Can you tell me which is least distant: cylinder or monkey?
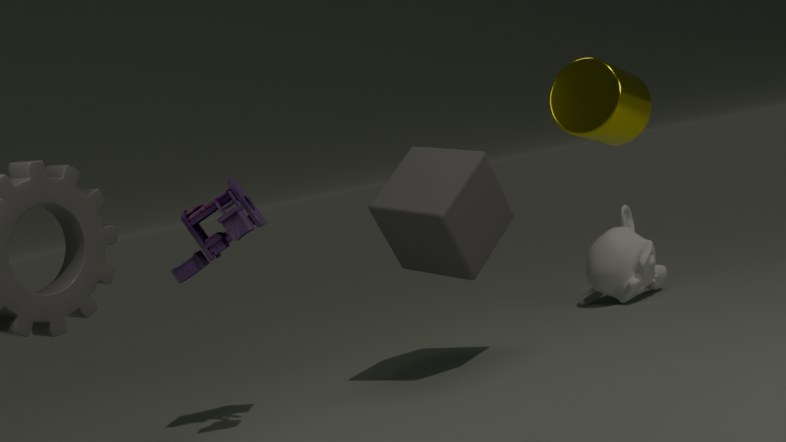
cylinder
